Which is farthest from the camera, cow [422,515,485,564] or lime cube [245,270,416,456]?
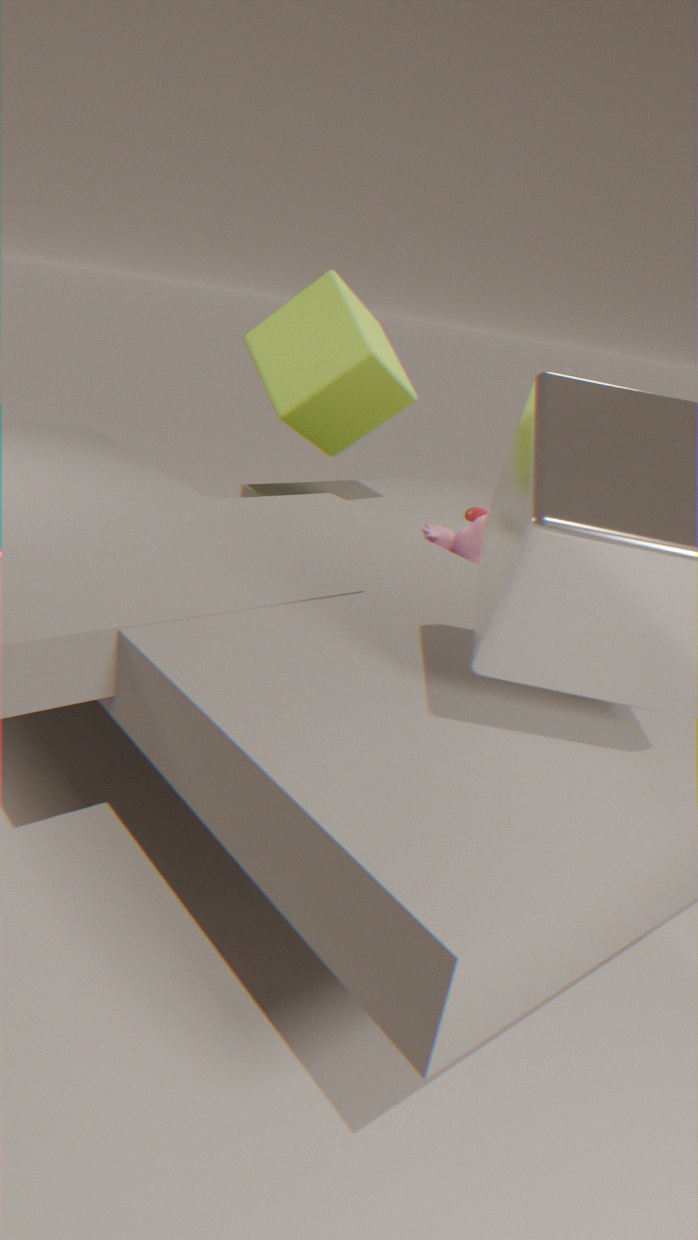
lime cube [245,270,416,456]
